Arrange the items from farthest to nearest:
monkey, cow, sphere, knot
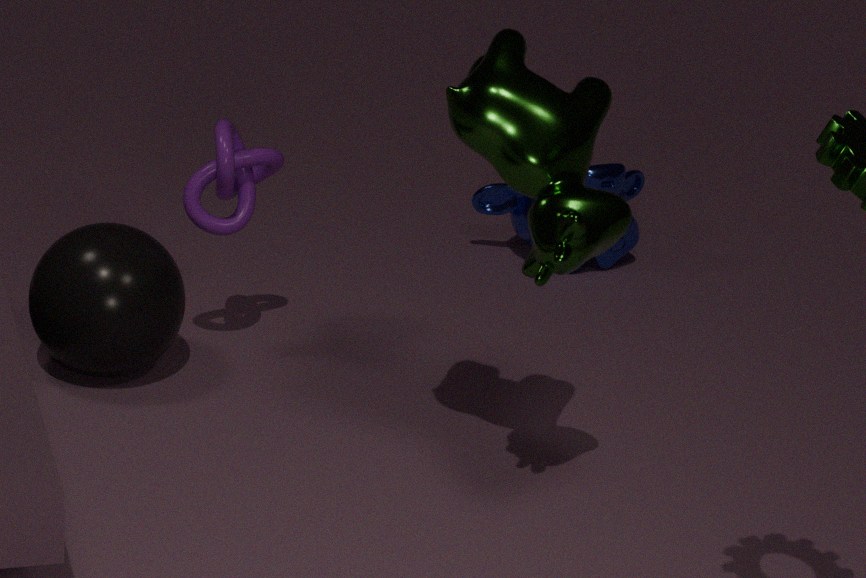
1. monkey
2. knot
3. sphere
4. cow
